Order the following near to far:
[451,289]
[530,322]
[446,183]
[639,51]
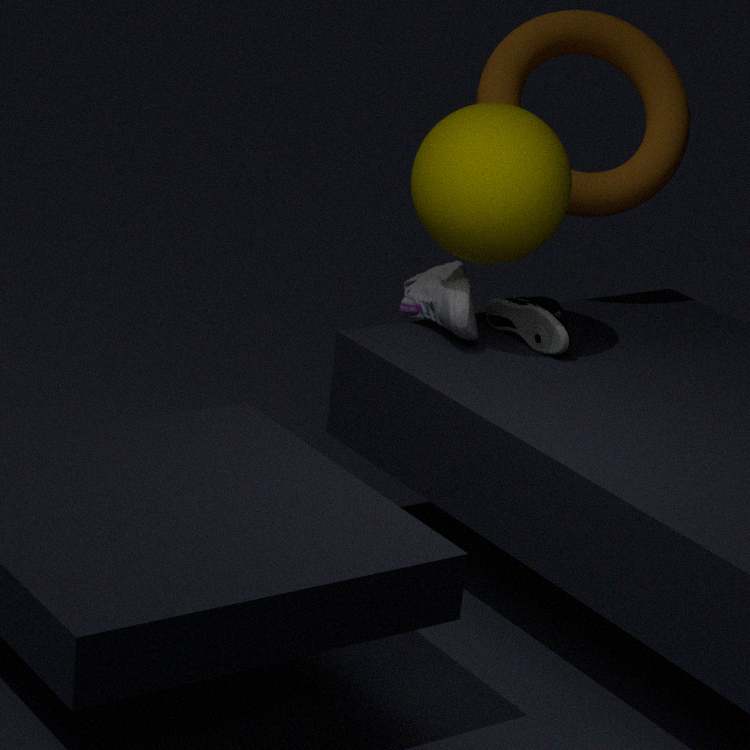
[446,183] → [451,289] → [530,322] → [639,51]
